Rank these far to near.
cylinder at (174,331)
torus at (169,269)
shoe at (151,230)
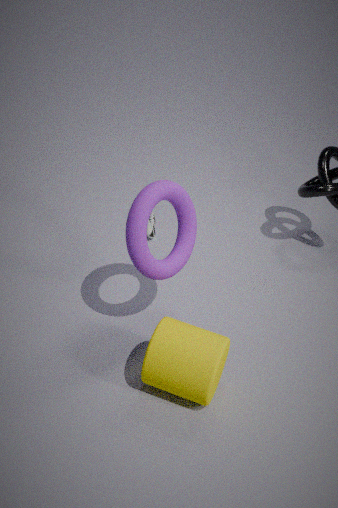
shoe at (151,230)
torus at (169,269)
cylinder at (174,331)
